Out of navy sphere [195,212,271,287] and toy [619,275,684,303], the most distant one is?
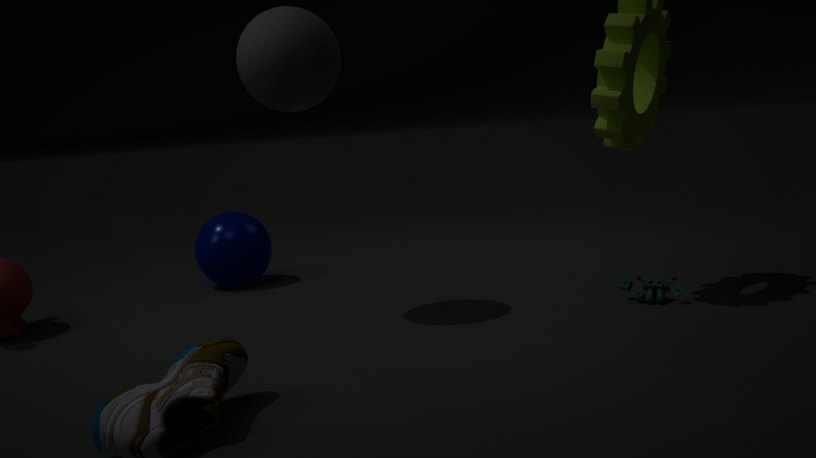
navy sphere [195,212,271,287]
